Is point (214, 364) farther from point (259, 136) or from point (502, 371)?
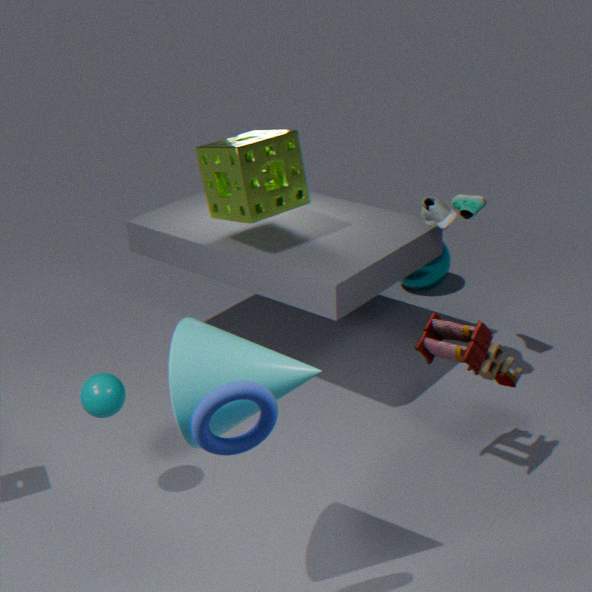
point (259, 136)
